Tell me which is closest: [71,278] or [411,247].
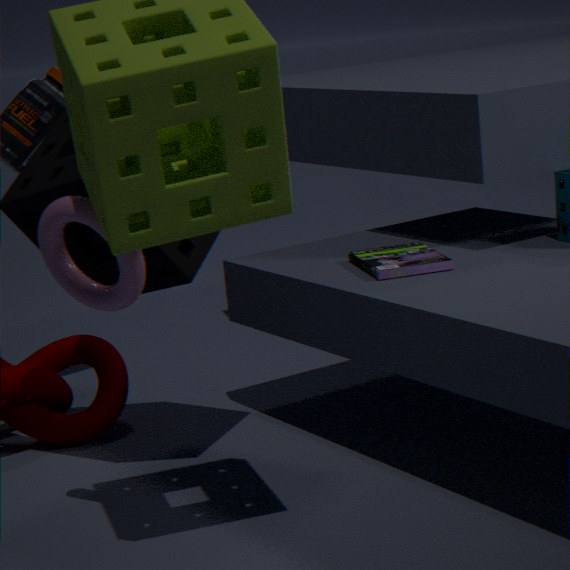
[71,278]
